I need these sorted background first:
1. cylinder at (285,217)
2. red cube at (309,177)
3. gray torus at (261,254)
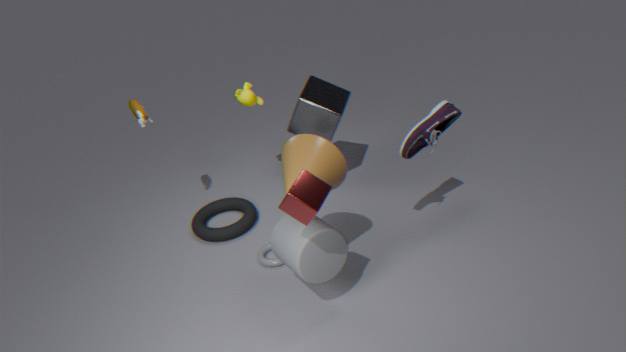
1. gray torus at (261,254)
2. cylinder at (285,217)
3. red cube at (309,177)
